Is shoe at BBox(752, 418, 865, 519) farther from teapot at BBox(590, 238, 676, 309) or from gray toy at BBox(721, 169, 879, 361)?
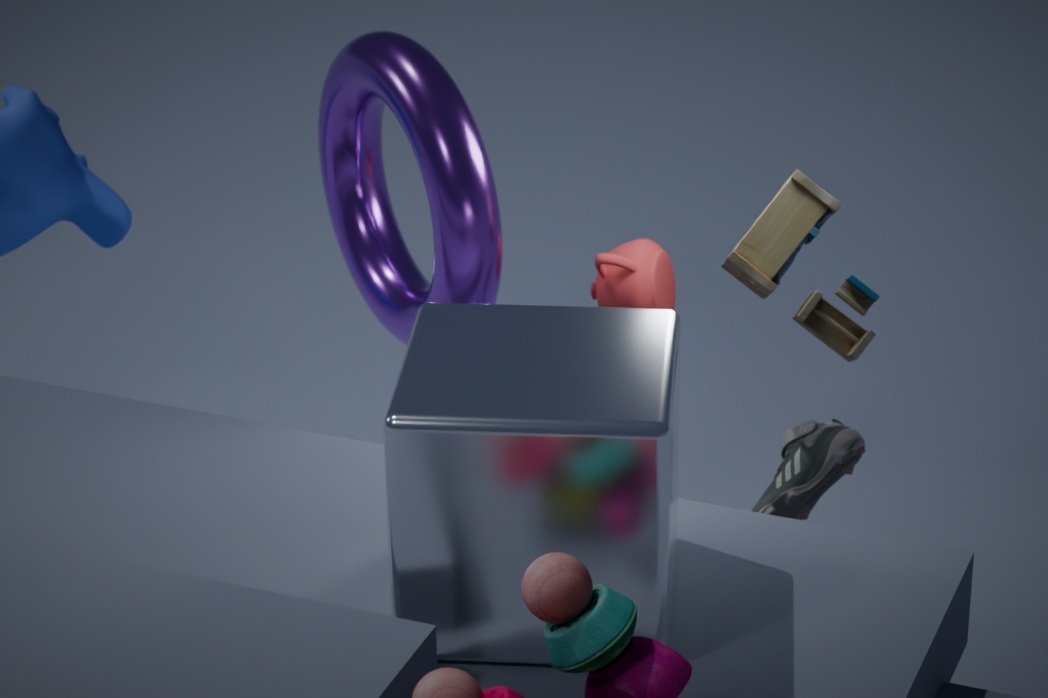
teapot at BBox(590, 238, 676, 309)
